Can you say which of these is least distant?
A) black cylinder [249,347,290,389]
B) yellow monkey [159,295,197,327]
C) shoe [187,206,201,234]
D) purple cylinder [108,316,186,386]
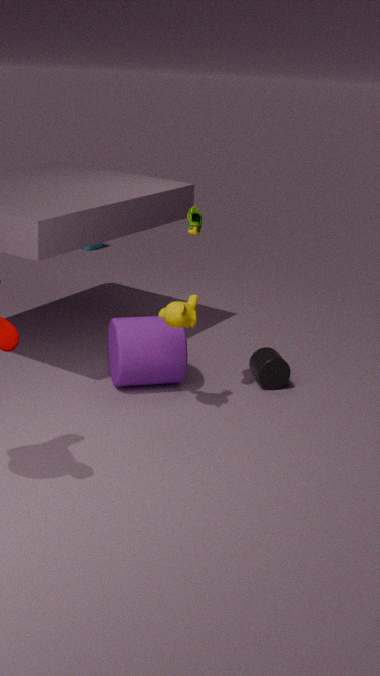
shoe [187,206,201,234]
